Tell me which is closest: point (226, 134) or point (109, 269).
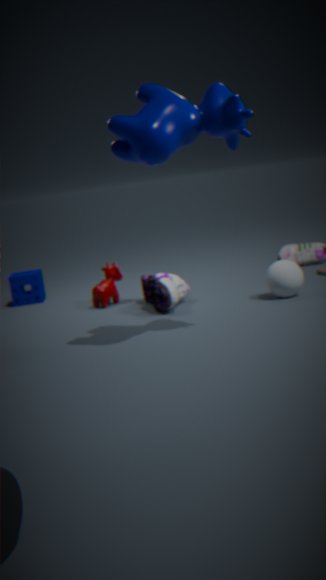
point (226, 134)
